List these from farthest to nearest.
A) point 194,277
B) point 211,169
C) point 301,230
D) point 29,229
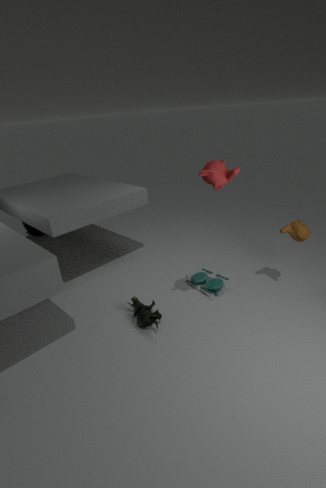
point 29,229 < point 194,277 < point 301,230 < point 211,169
